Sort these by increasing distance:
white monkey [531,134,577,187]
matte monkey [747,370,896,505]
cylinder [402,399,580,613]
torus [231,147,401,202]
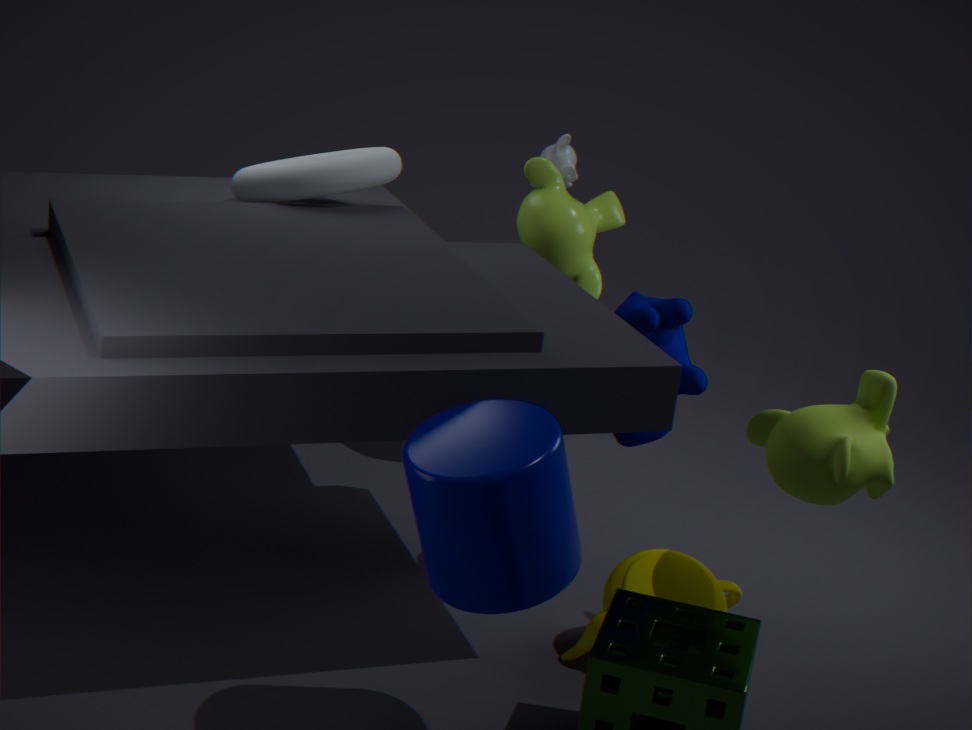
cylinder [402,399,580,613], matte monkey [747,370,896,505], torus [231,147,401,202], white monkey [531,134,577,187]
